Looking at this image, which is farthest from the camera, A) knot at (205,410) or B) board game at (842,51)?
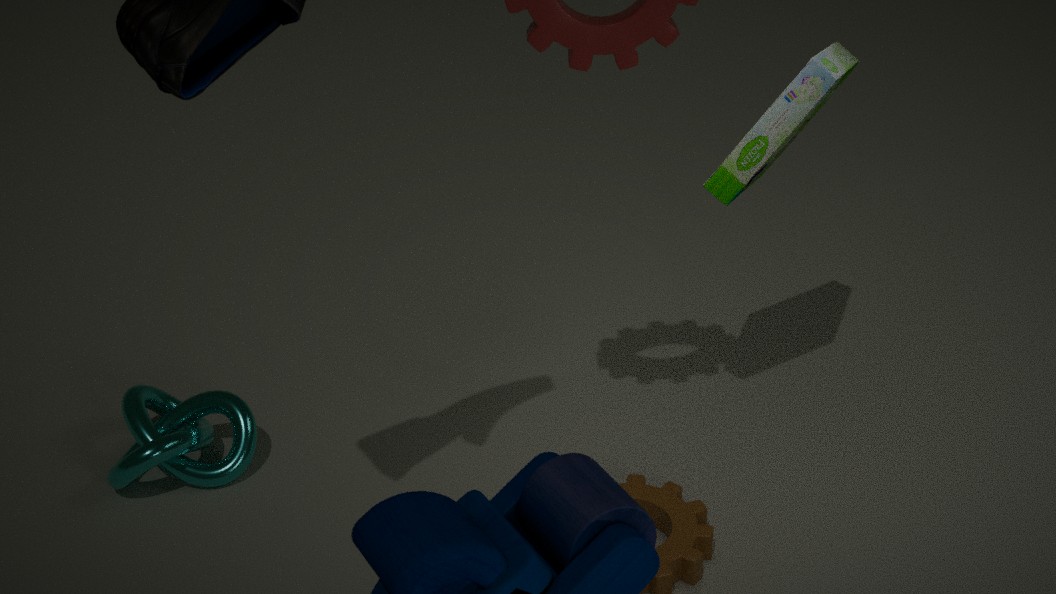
A. knot at (205,410)
